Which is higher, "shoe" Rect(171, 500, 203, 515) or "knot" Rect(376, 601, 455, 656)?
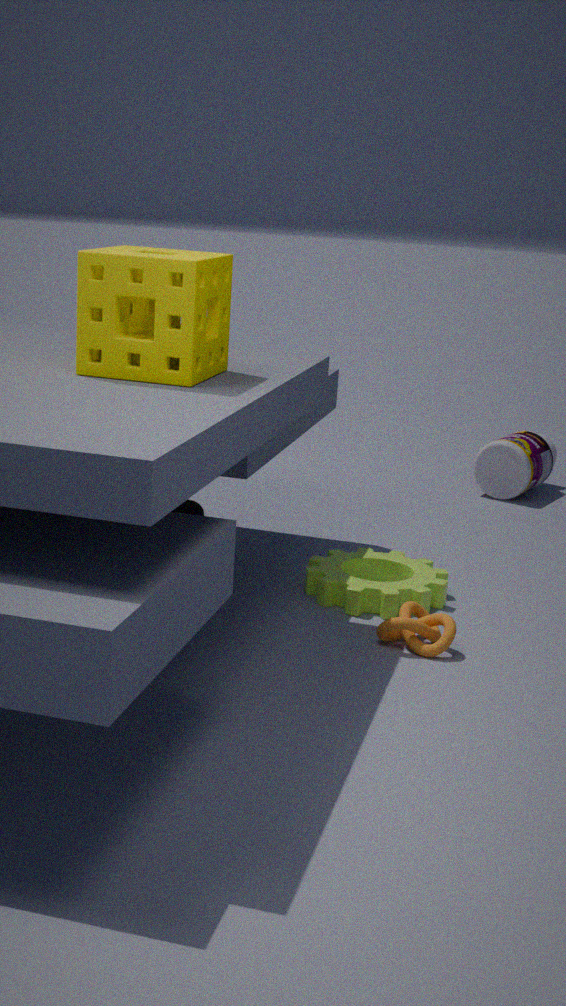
"shoe" Rect(171, 500, 203, 515)
